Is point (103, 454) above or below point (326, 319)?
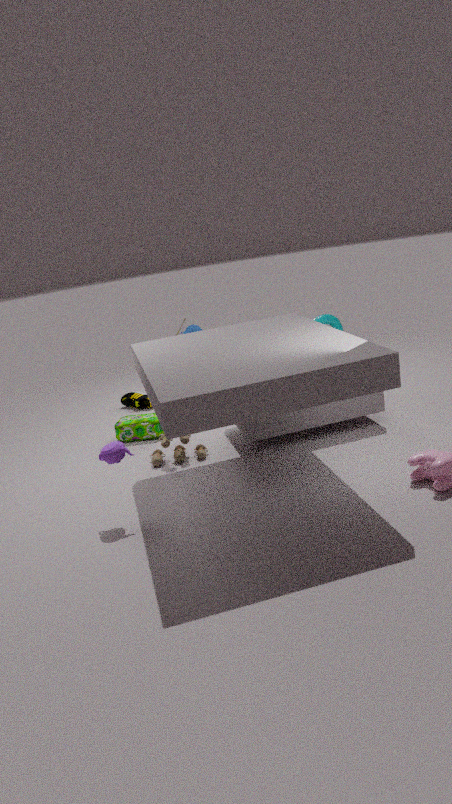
below
